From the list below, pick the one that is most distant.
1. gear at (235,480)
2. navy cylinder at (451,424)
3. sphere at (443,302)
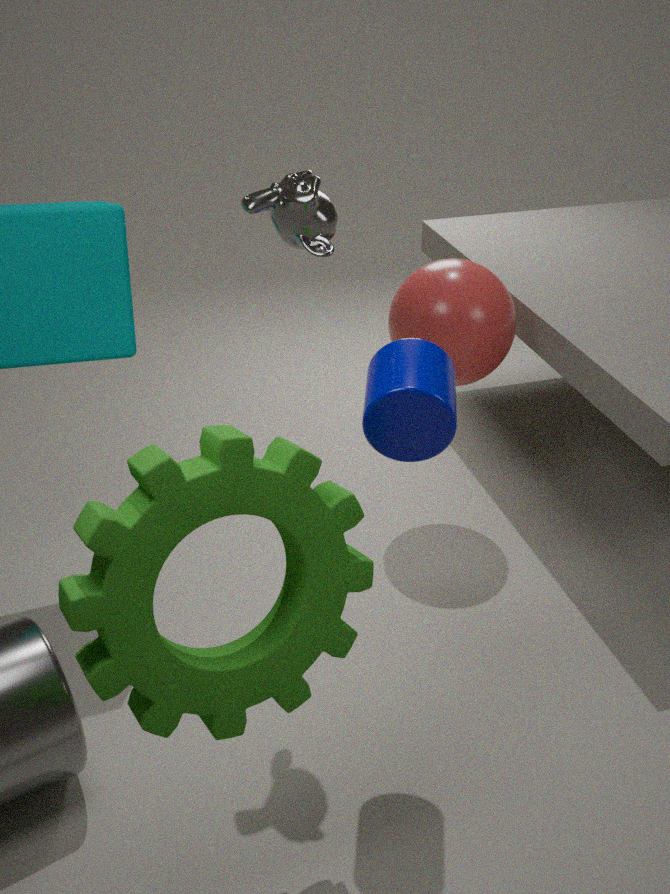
sphere at (443,302)
